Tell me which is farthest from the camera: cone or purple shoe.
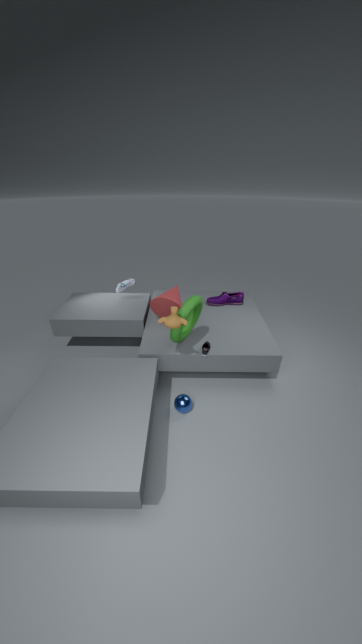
purple shoe
